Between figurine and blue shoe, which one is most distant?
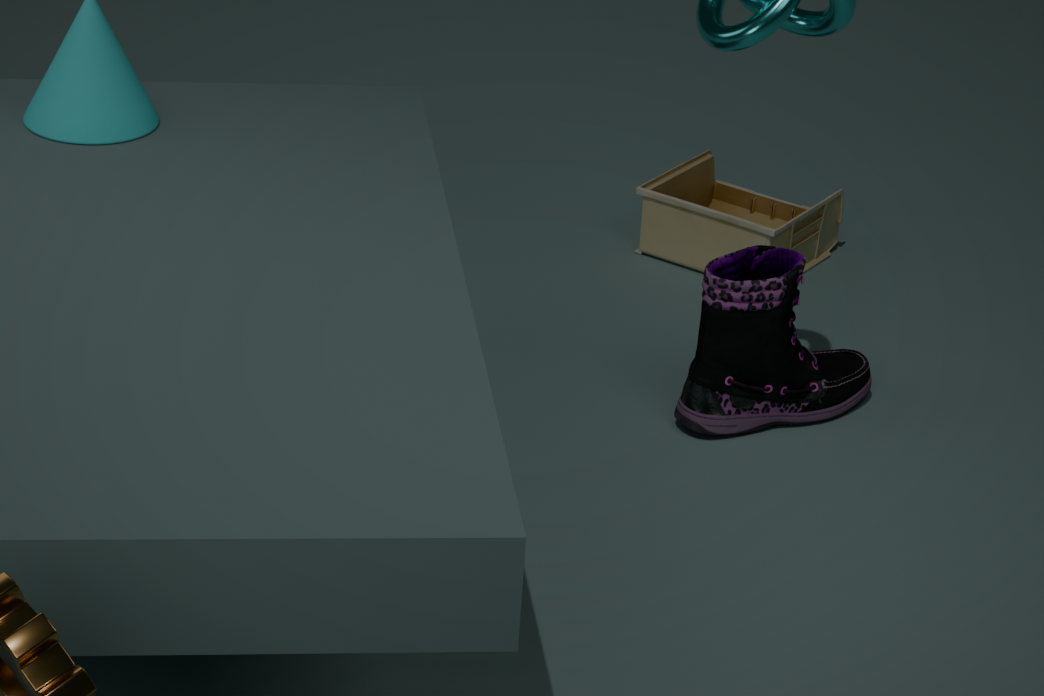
figurine
